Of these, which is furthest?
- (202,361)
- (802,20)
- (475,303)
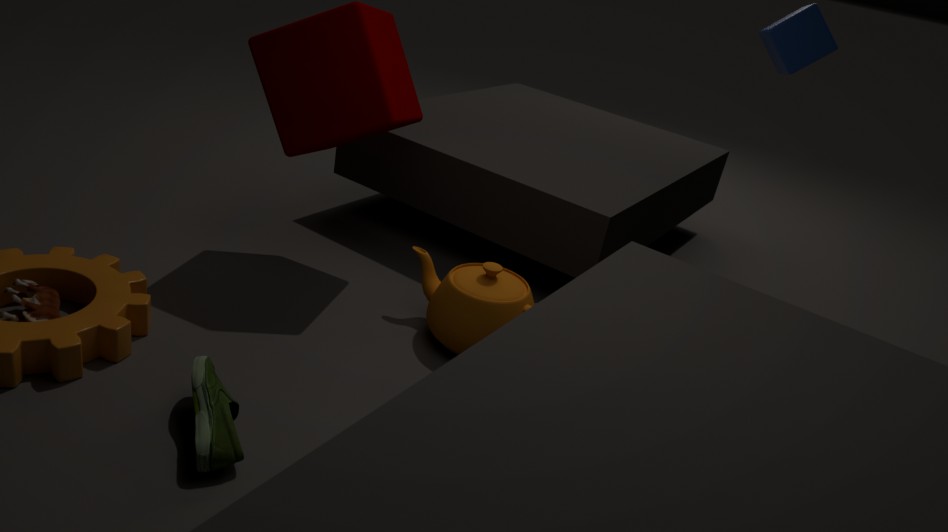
(802,20)
